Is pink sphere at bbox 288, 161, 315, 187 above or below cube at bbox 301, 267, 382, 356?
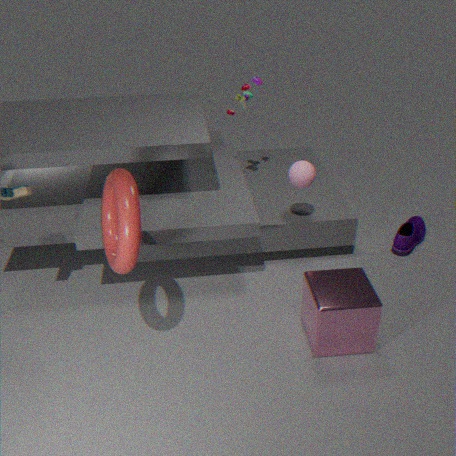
above
